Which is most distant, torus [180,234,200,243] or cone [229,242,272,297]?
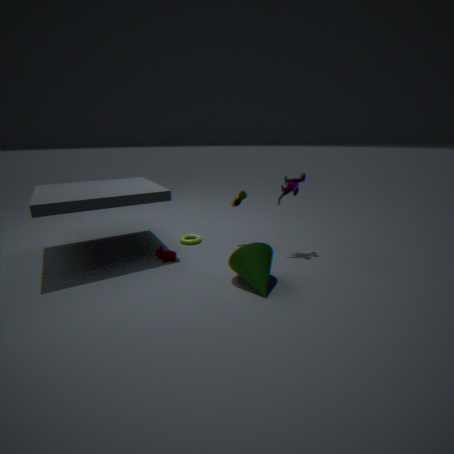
torus [180,234,200,243]
